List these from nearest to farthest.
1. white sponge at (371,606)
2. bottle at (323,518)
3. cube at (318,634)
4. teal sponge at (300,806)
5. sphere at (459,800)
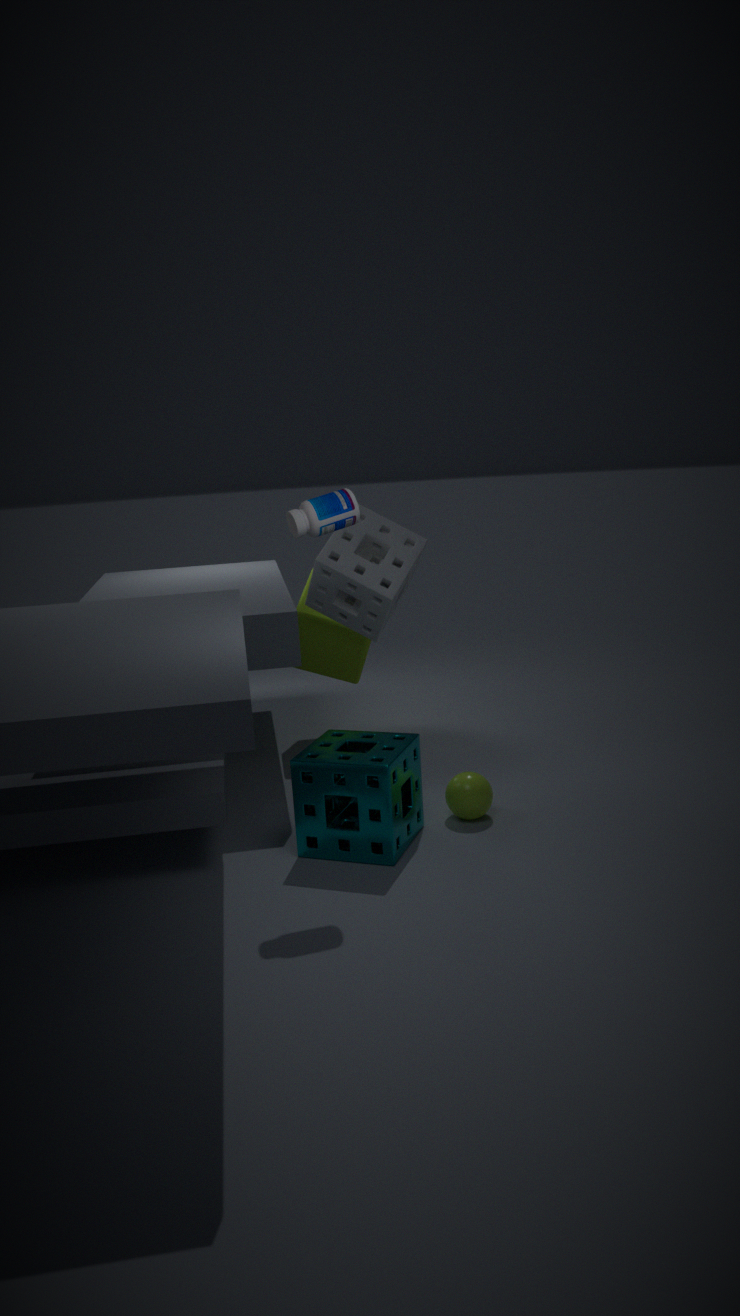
bottle at (323,518), teal sponge at (300,806), sphere at (459,800), white sponge at (371,606), cube at (318,634)
